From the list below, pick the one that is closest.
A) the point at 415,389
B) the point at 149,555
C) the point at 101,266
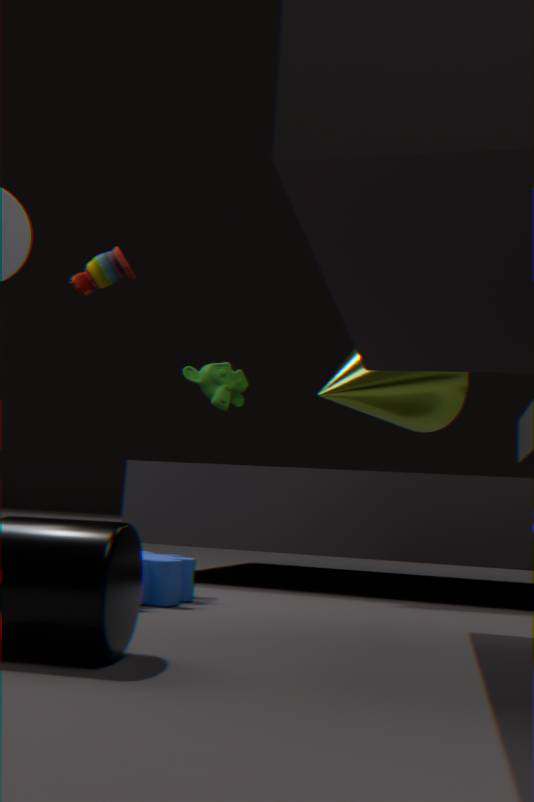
the point at 149,555
